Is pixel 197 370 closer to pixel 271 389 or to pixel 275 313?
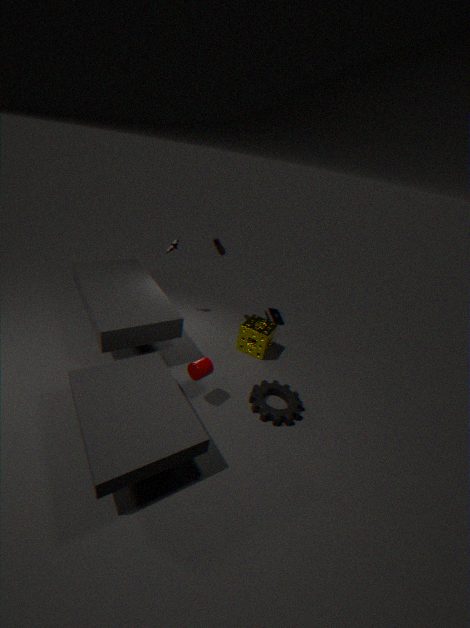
pixel 271 389
